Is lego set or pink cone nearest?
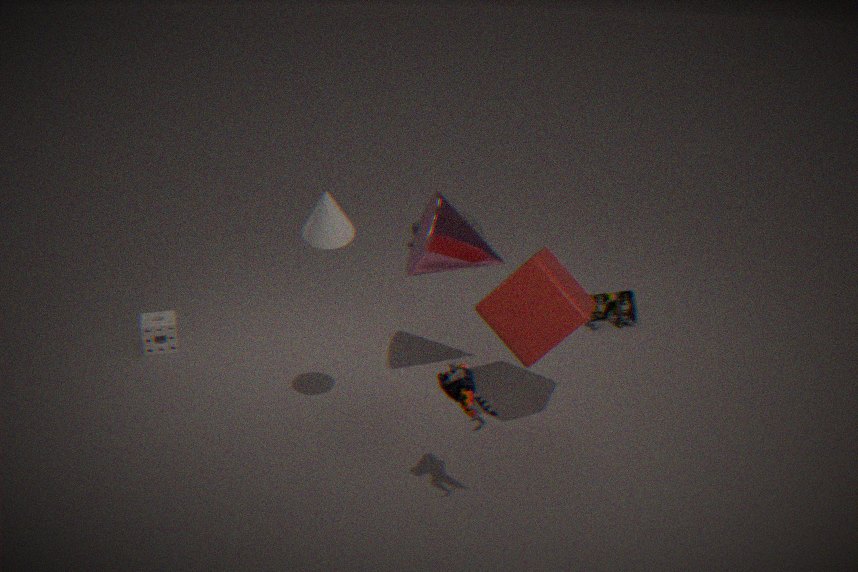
pink cone
